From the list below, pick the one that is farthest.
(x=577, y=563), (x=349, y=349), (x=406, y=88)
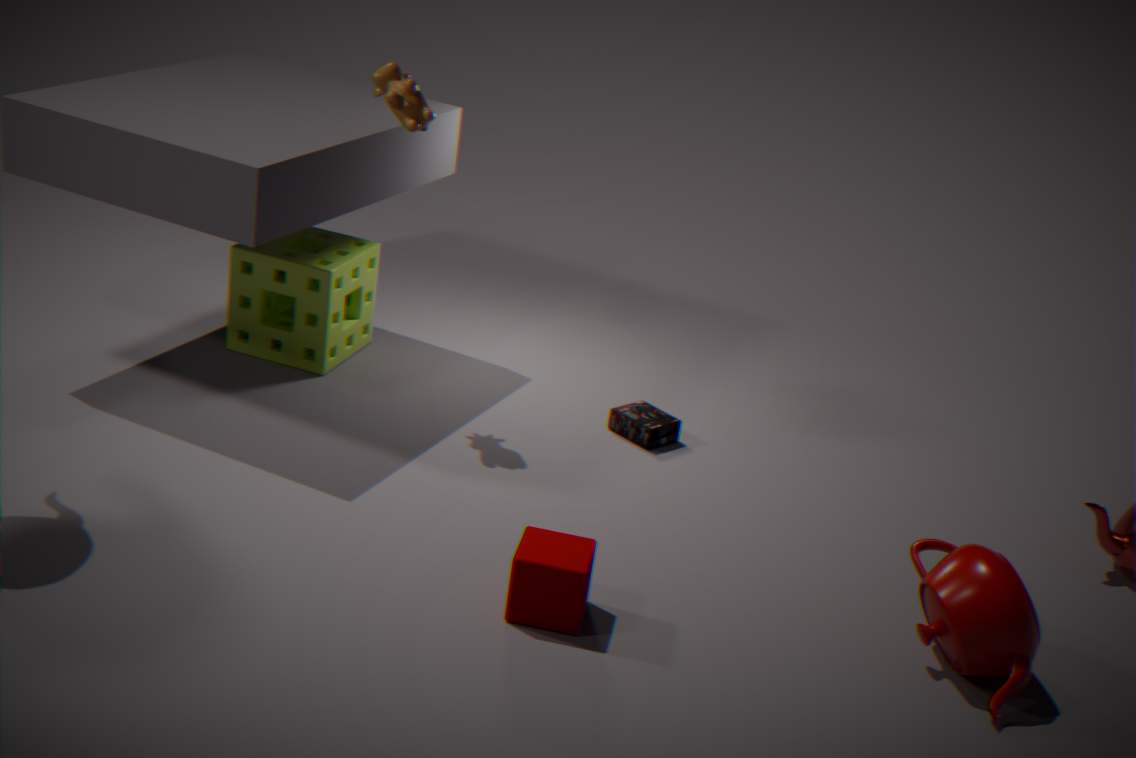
(x=349, y=349)
